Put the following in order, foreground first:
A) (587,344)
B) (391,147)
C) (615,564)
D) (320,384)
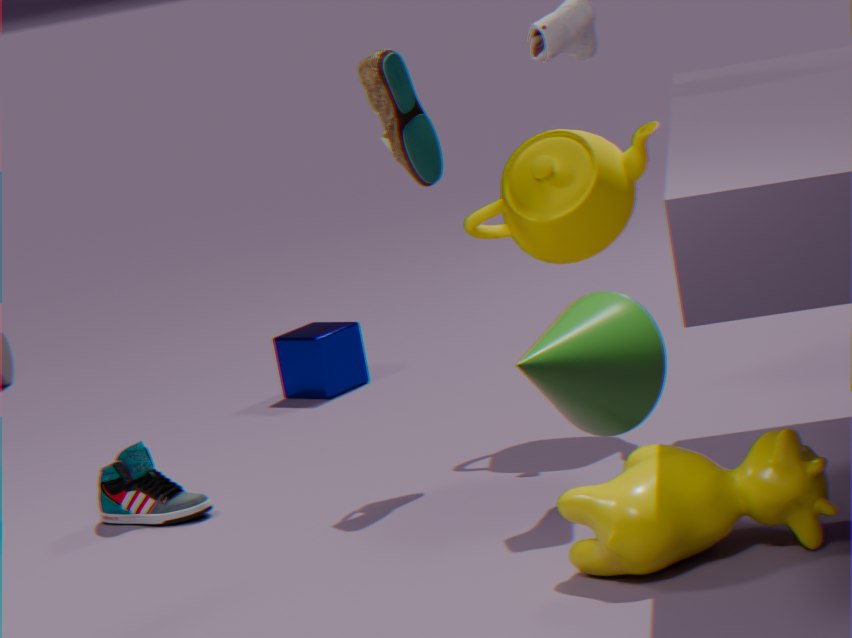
(587,344) < (615,564) < (391,147) < (320,384)
